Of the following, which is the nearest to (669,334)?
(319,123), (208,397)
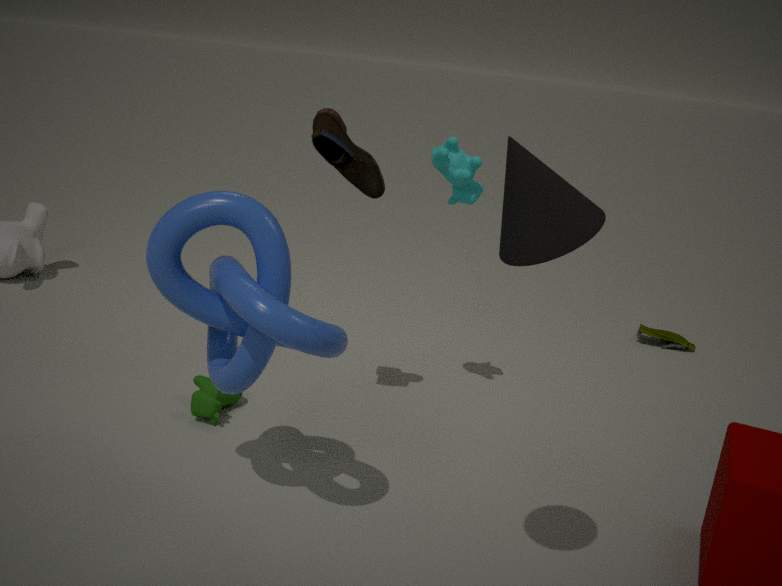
(319,123)
